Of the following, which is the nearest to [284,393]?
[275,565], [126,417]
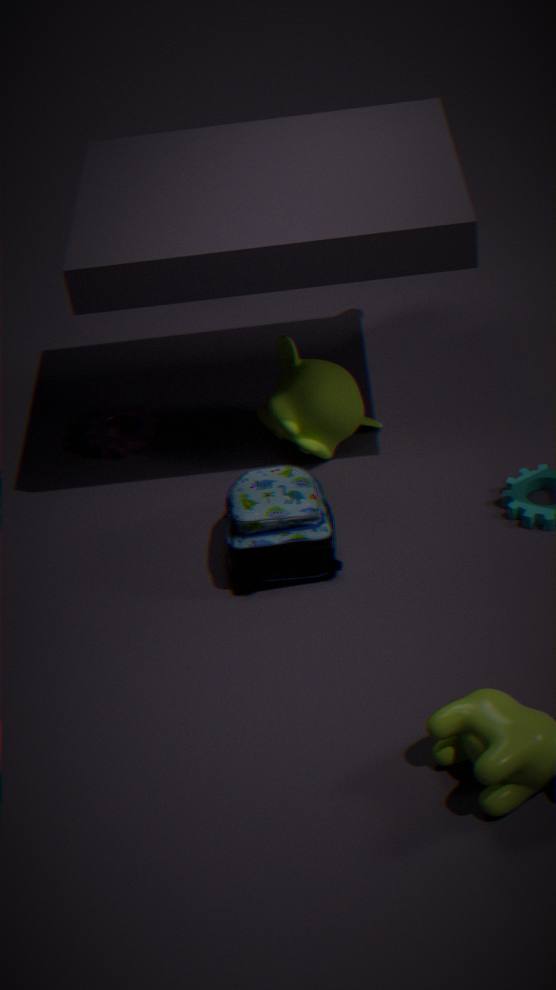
[275,565]
